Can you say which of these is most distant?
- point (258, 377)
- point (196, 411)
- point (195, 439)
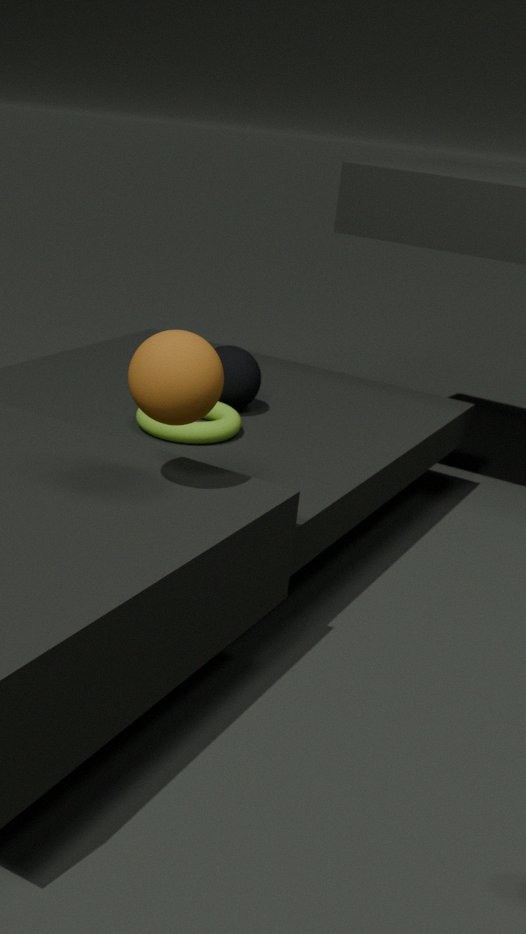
point (258, 377)
